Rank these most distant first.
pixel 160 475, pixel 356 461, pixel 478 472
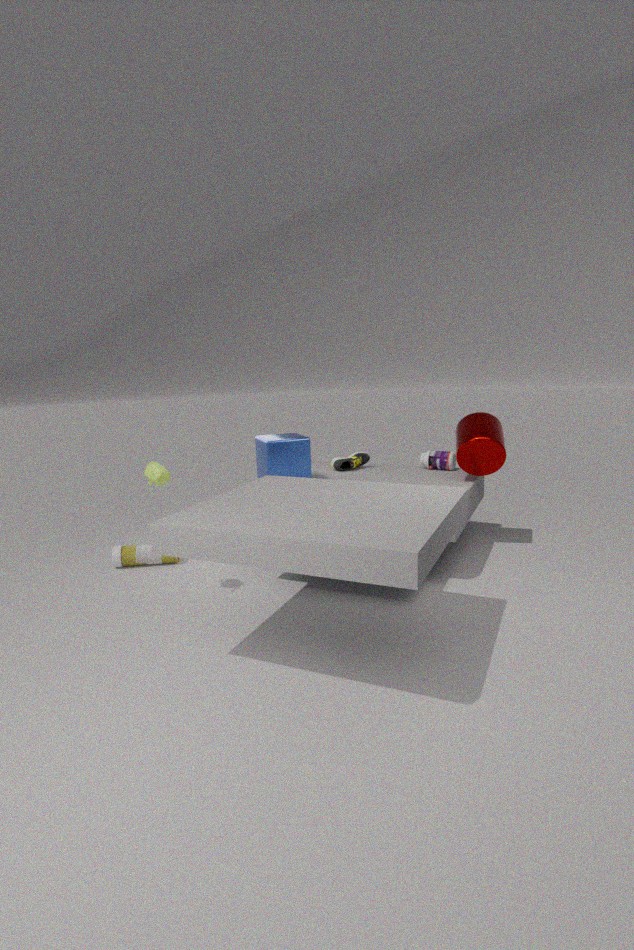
1. pixel 356 461
2. pixel 478 472
3. pixel 160 475
